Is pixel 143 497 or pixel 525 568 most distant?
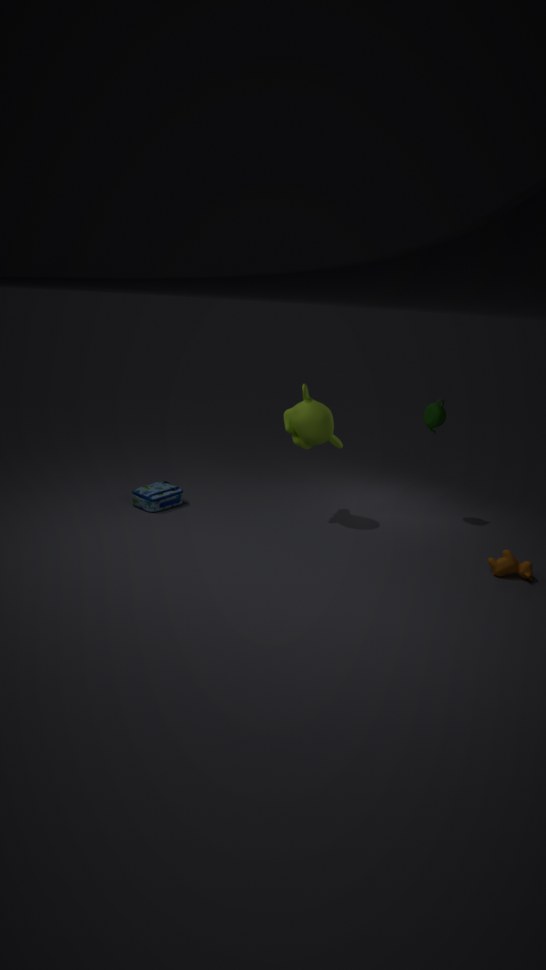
pixel 143 497
